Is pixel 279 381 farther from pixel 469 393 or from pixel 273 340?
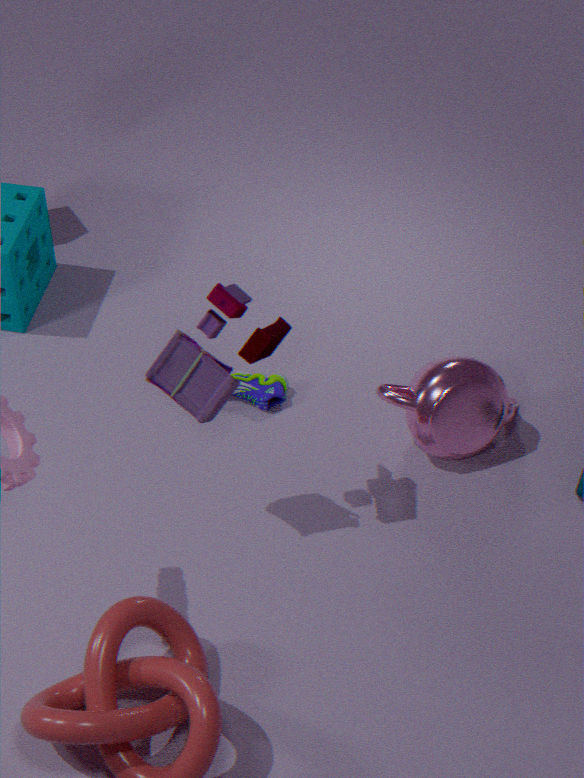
pixel 273 340
